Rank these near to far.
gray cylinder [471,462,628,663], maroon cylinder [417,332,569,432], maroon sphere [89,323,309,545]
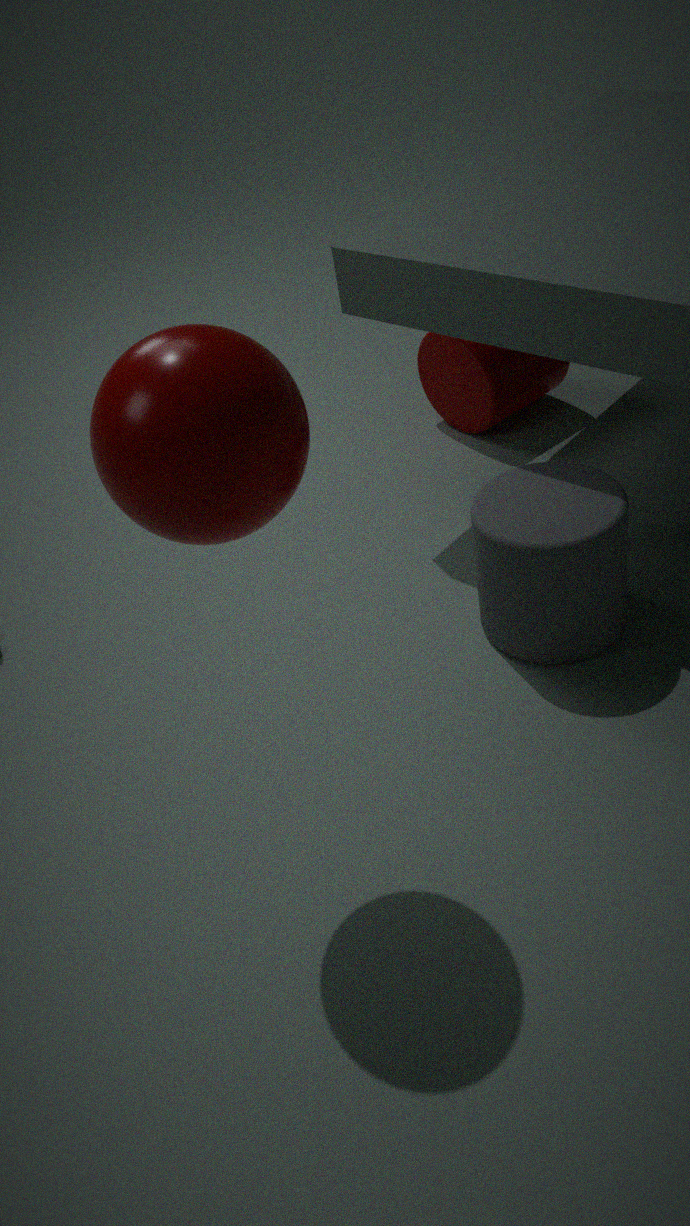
maroon sphere [89,323,309,545] → gray cylinder [471,462,628,663] → maroon cylinder [417,332,569,432]
